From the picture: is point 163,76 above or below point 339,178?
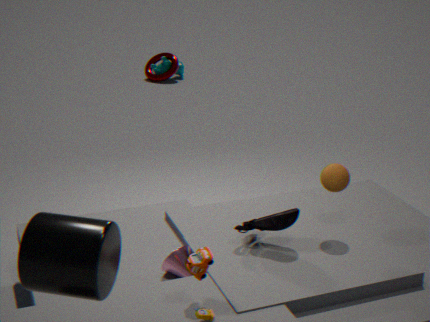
below
